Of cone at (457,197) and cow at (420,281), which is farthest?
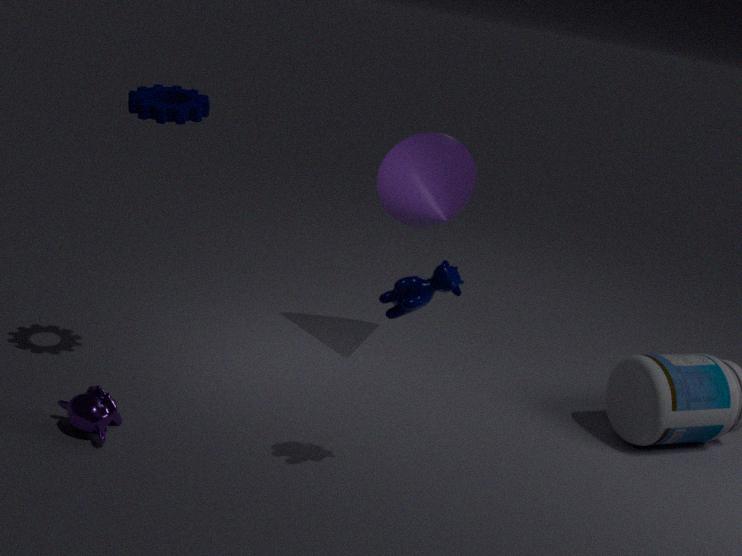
cone at (457,197)
